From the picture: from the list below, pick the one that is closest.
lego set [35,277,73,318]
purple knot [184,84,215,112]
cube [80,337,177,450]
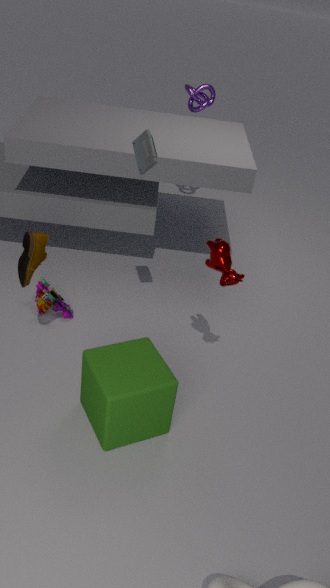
cube [80,337,177,450]
